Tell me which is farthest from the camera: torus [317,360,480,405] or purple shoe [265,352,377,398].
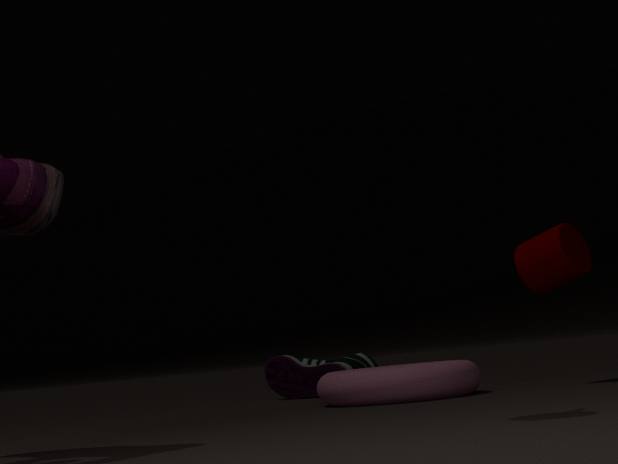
purple shoe [265,352,377,398]
